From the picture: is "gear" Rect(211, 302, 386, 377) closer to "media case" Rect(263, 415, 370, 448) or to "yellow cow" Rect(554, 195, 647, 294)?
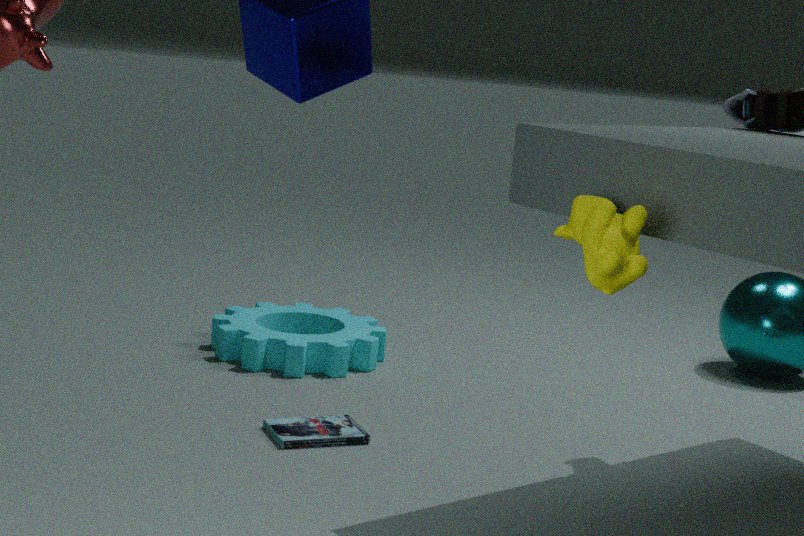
"media case" Rect(263, 415, 370, 448)
